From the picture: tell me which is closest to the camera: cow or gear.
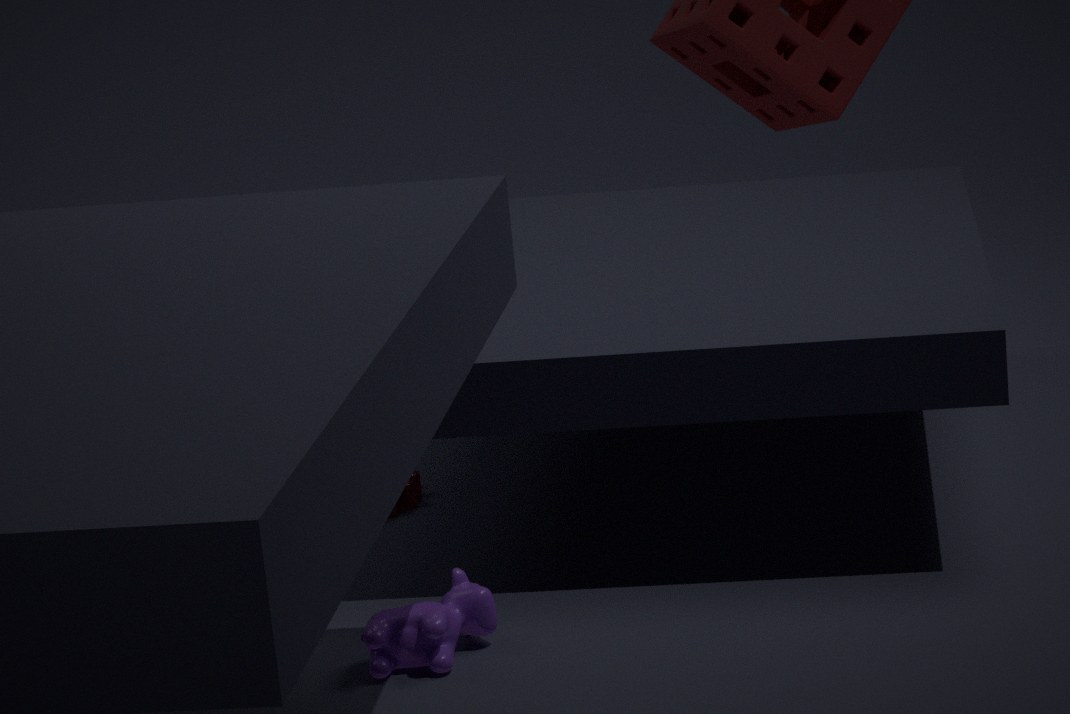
cow
